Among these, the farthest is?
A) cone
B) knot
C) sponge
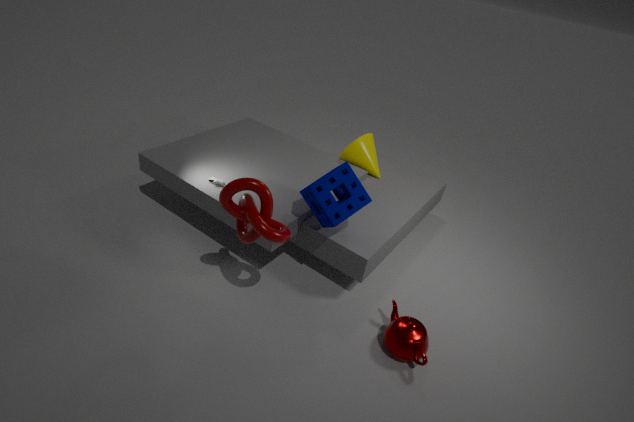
A. cone
